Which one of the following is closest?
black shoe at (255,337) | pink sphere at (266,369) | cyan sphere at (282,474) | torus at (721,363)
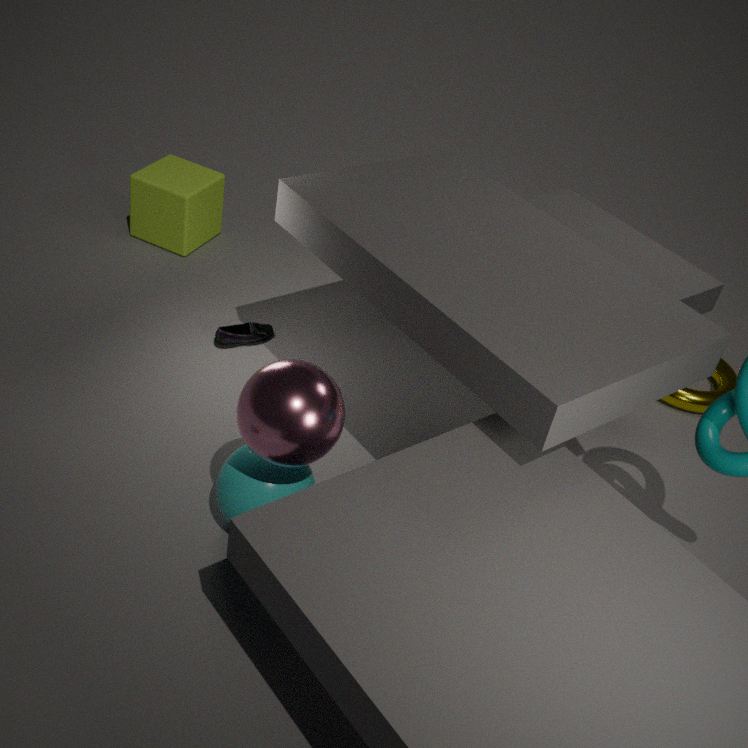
pink sphere at (266,369)
